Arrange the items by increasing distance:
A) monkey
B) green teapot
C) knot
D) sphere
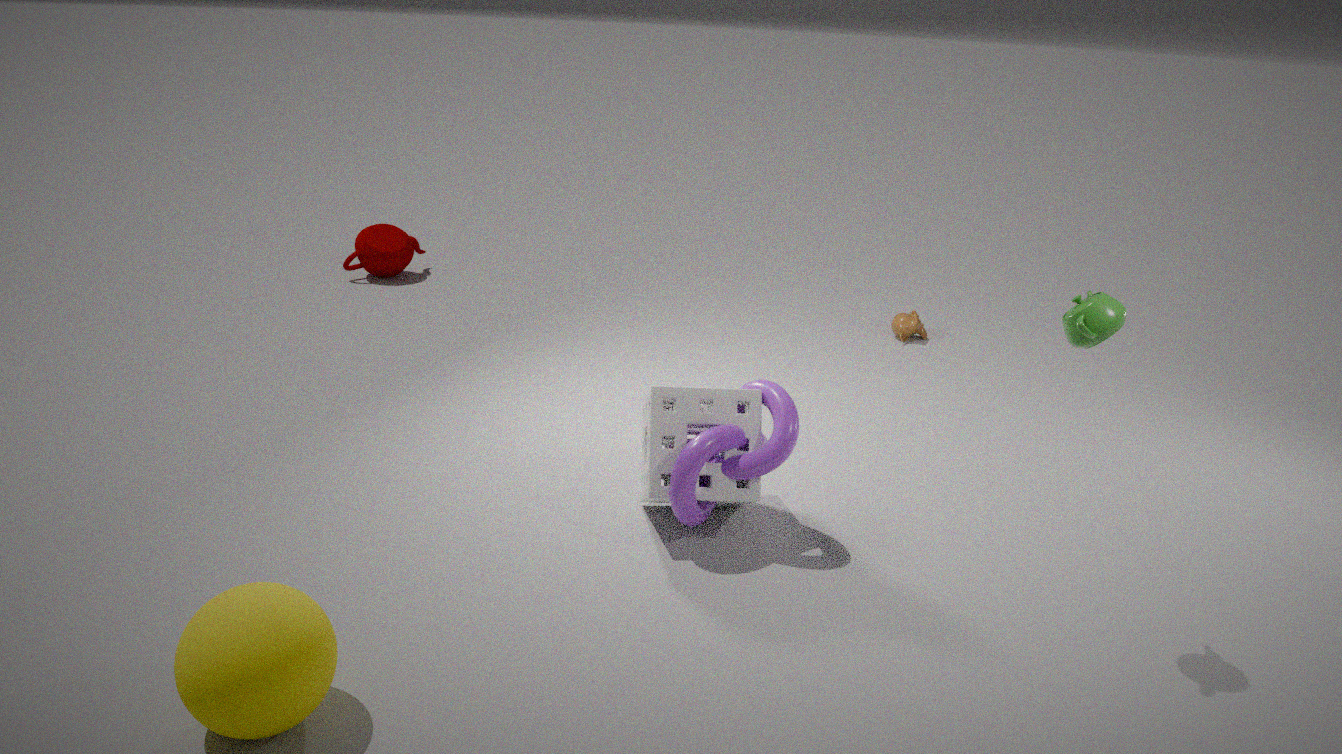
sphere
green teapot
knot
monkey
